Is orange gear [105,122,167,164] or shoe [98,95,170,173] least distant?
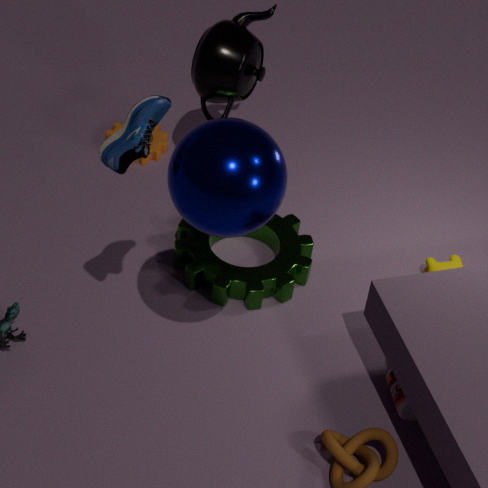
shoe [98,95,170,173]
